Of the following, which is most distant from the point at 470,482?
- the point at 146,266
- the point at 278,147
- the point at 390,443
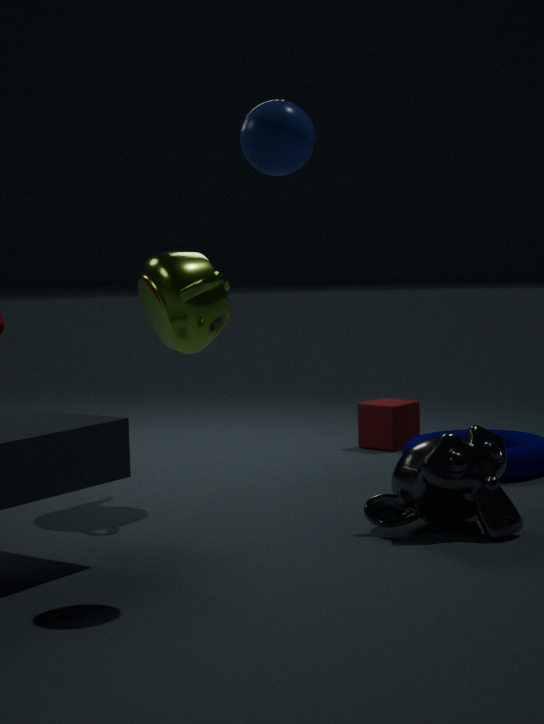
the point at 390,443
